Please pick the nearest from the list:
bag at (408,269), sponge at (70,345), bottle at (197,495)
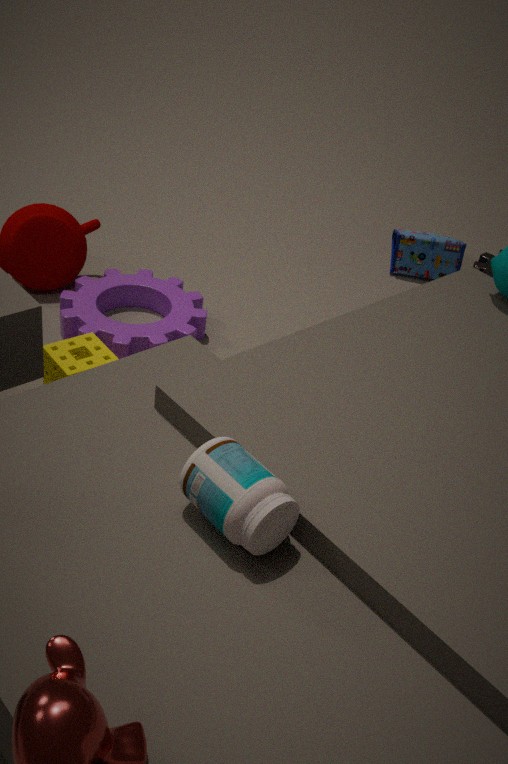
bottle at (197,495)
